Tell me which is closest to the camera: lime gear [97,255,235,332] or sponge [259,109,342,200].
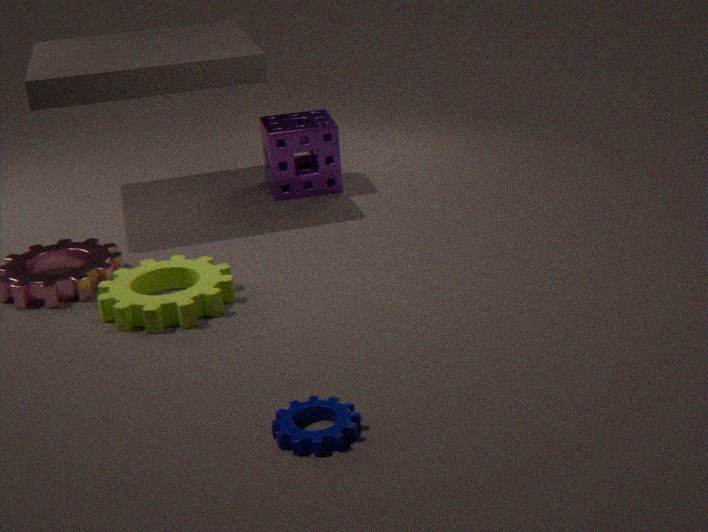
lime gear [97,255,235,332]
